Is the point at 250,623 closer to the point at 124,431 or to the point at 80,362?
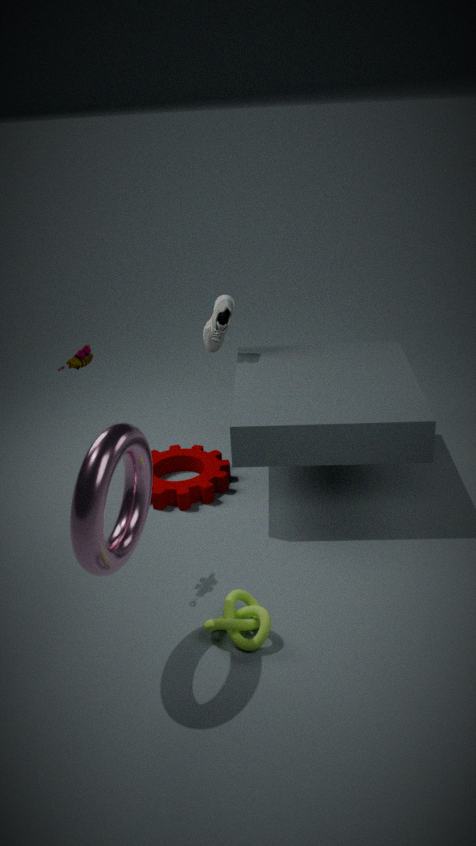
the point at 124,431
